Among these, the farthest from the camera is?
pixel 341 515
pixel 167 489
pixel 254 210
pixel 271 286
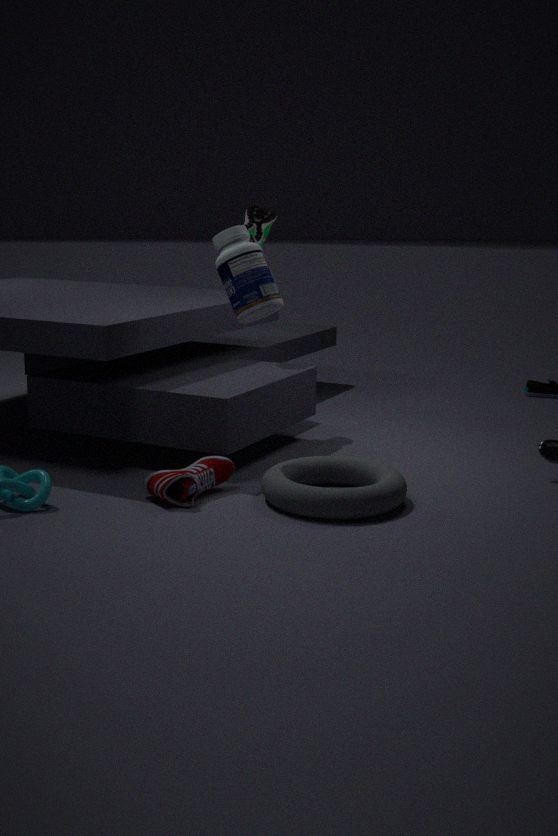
pixel 254 210
